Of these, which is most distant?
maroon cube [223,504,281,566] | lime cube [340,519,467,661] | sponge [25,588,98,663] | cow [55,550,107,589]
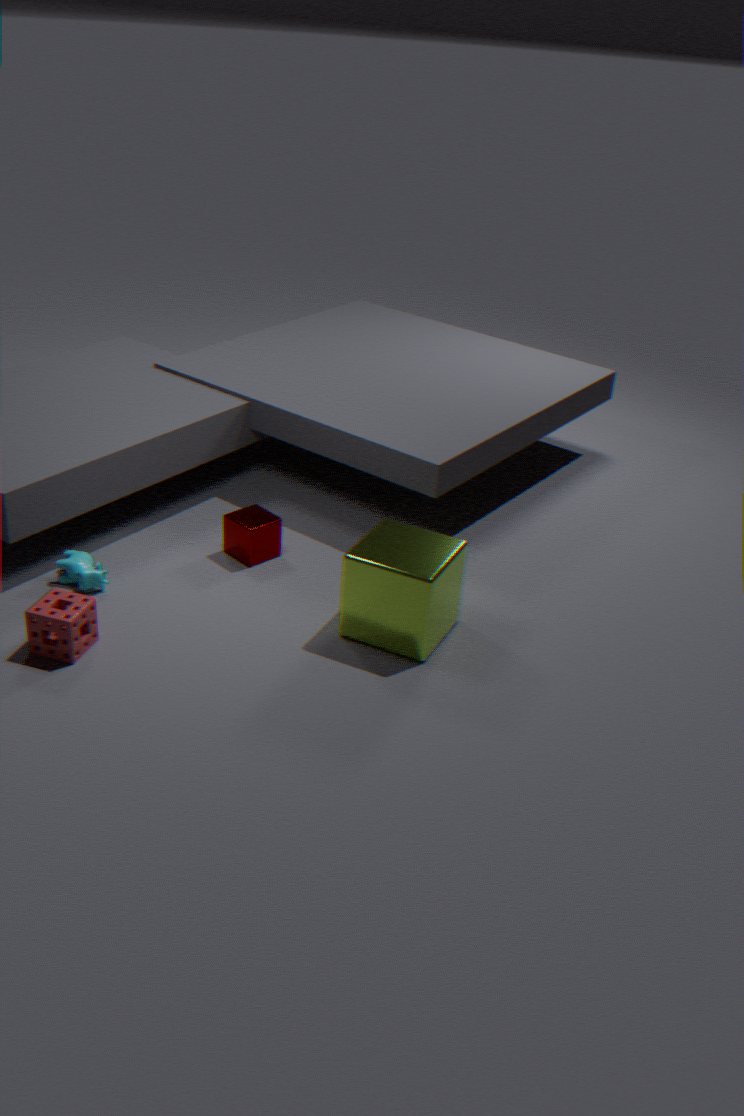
maroon cube [223,504,281,566]
